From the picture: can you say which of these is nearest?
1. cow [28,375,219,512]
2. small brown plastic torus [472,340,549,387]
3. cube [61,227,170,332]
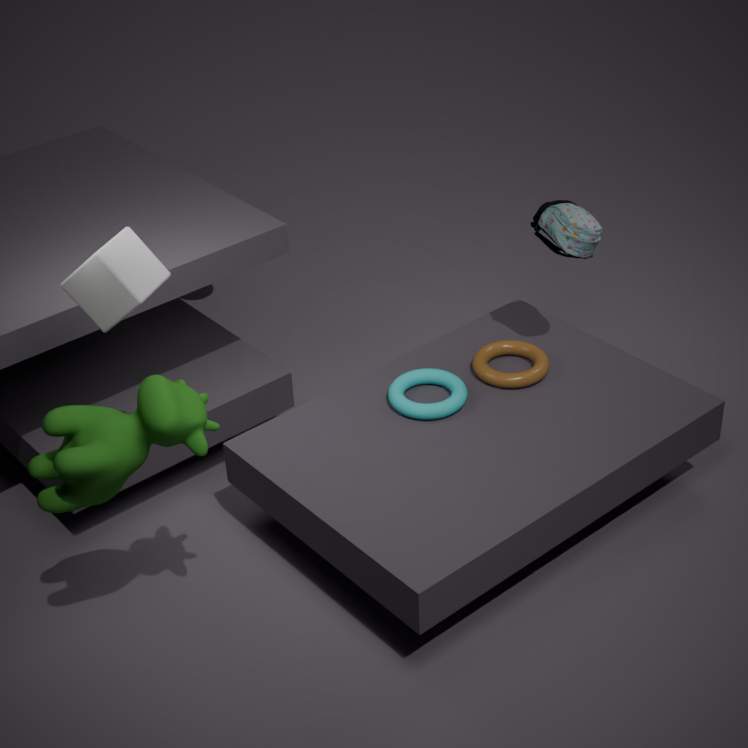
cow [28,375,219,512]
